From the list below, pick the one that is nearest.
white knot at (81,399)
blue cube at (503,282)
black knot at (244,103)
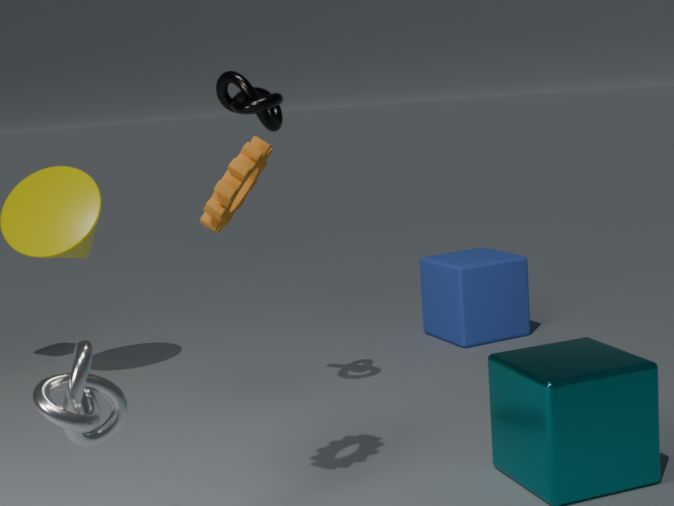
white knot at (81,399)
